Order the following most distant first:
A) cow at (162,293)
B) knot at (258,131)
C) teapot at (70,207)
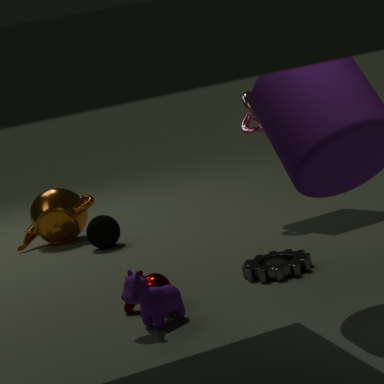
teapot at (70,207) → knot at (258,131) → cow at (162,293)
